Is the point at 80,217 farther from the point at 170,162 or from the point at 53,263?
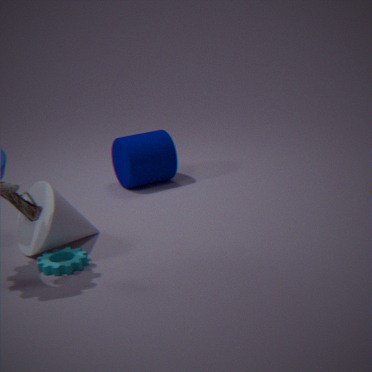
the point at 170,162
